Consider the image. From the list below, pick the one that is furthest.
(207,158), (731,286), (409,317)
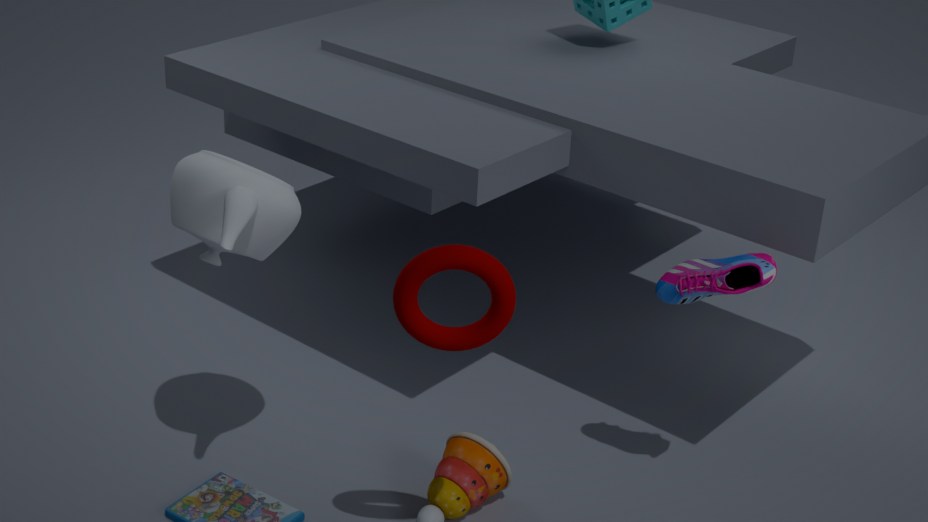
(731,286)
